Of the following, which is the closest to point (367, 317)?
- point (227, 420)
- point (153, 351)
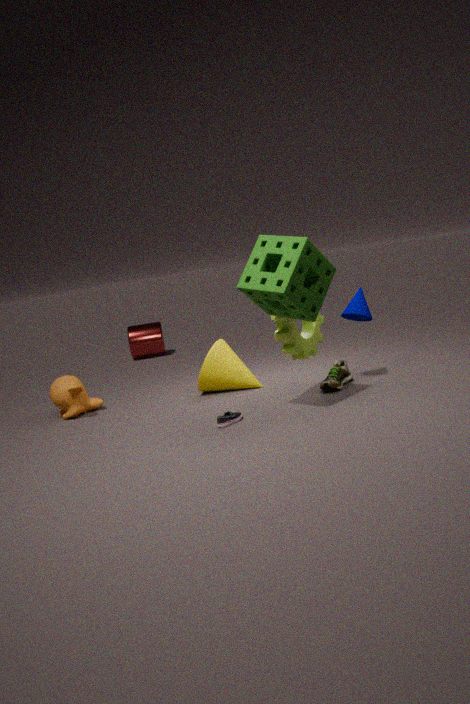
point (227, 420)
